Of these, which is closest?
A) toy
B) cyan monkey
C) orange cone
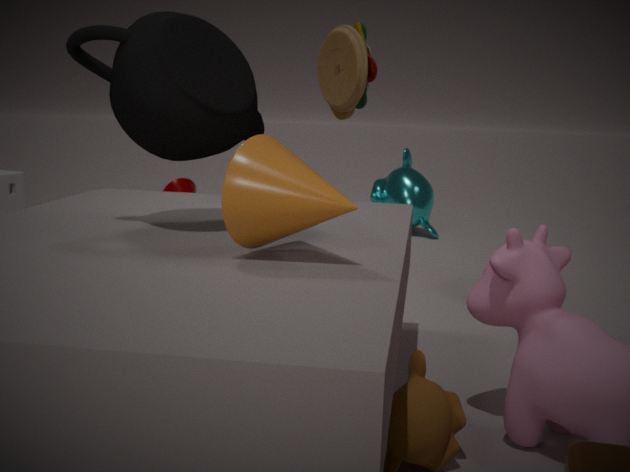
orange cone
